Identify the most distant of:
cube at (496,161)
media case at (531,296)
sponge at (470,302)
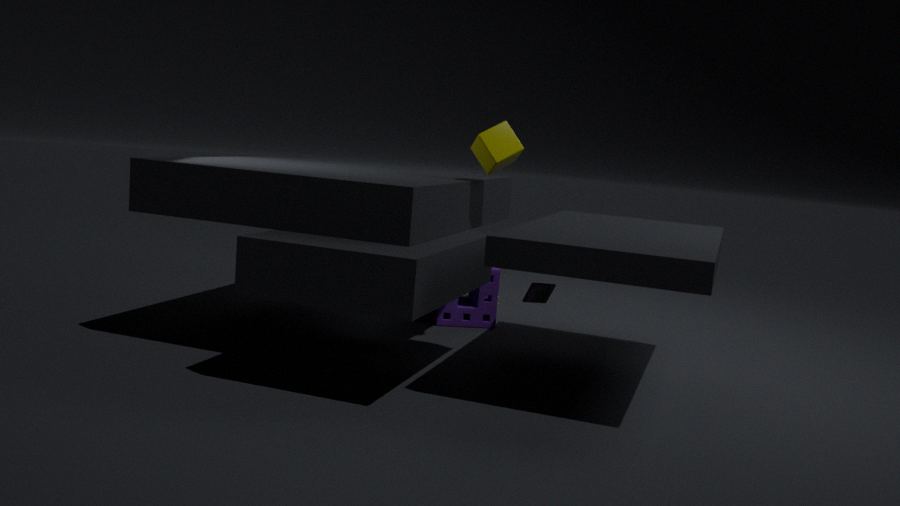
sponge at (470,302)
